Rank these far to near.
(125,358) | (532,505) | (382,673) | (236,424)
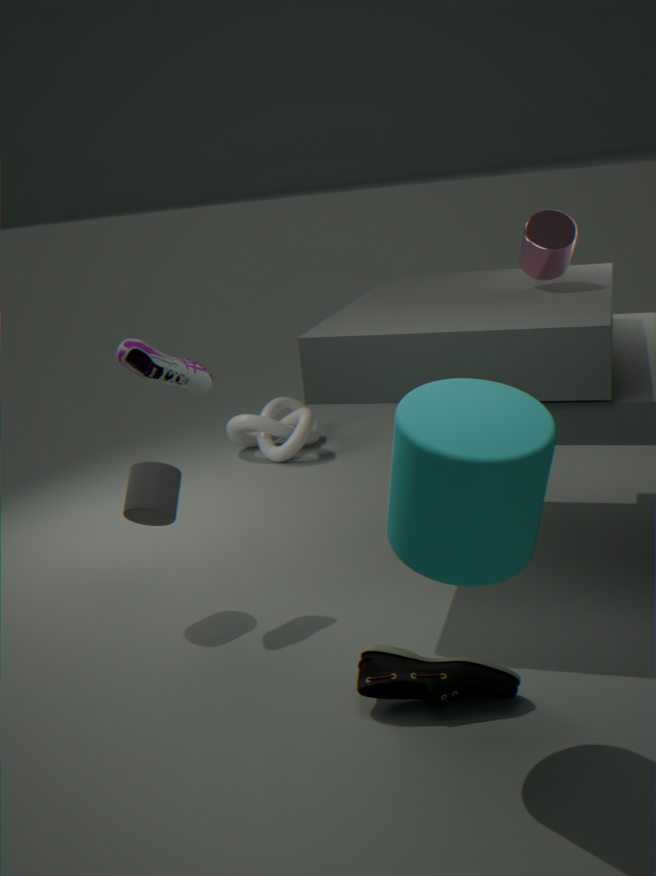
(236,424) → (125,358) → (382,673) → (532,505)
